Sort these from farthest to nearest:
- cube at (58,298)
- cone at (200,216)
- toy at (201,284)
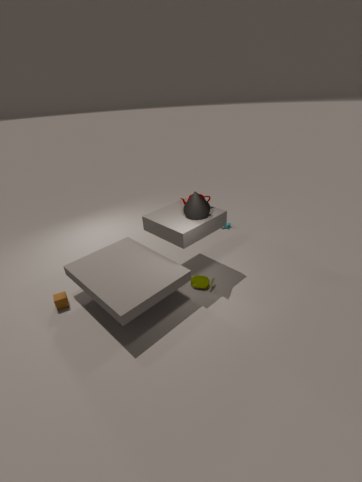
1. toy at (201,284)
2. cone at (200,216)
3. cube at (58,298)
